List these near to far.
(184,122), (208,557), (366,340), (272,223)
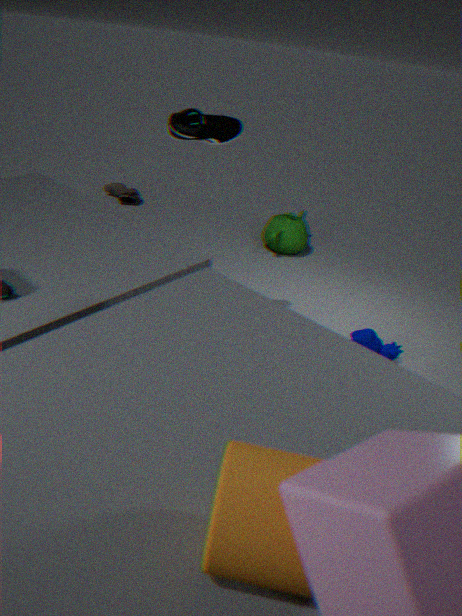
(208,557) < (184,122) < (366,340) < (272,223)
